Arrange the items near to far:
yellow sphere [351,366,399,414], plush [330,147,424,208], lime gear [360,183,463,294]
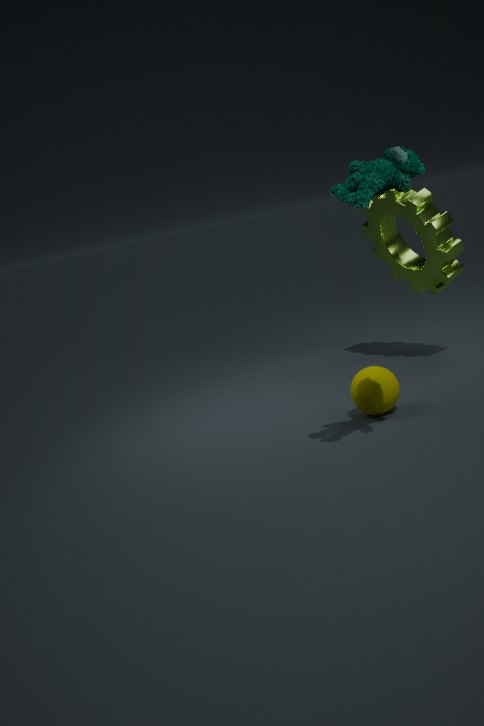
plush [330,147,424,208]
yellow sphere [351,366,399,414]
lime gear [360,183,463,294]
